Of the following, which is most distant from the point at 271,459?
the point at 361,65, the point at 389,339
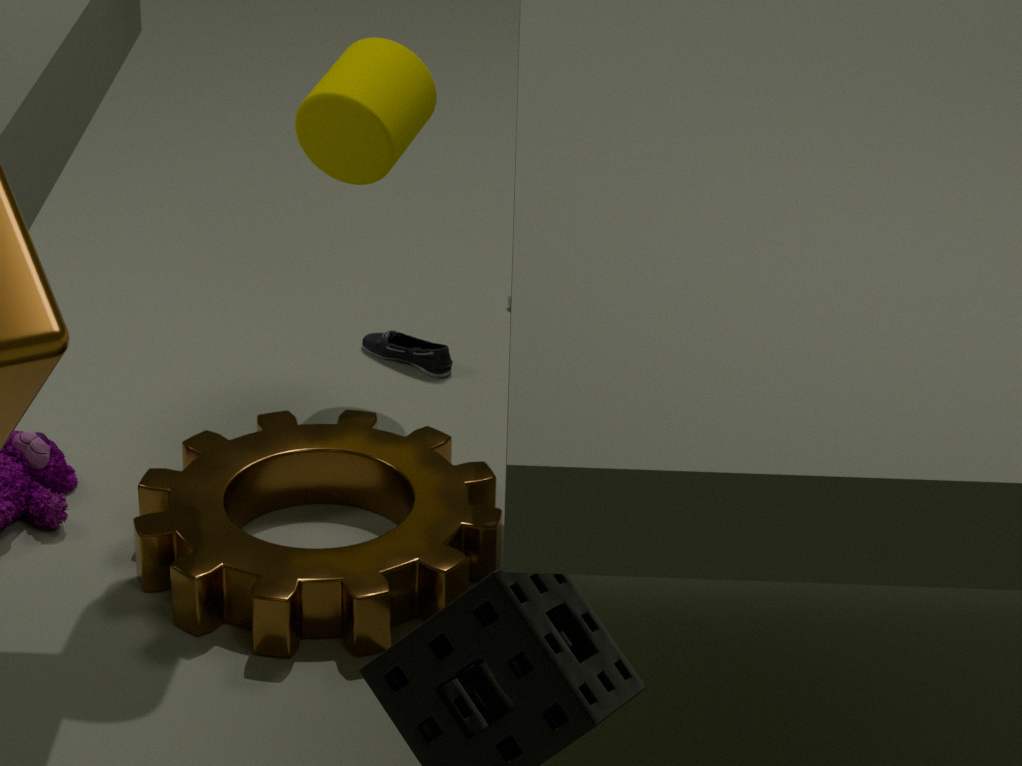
the point at 361,65
